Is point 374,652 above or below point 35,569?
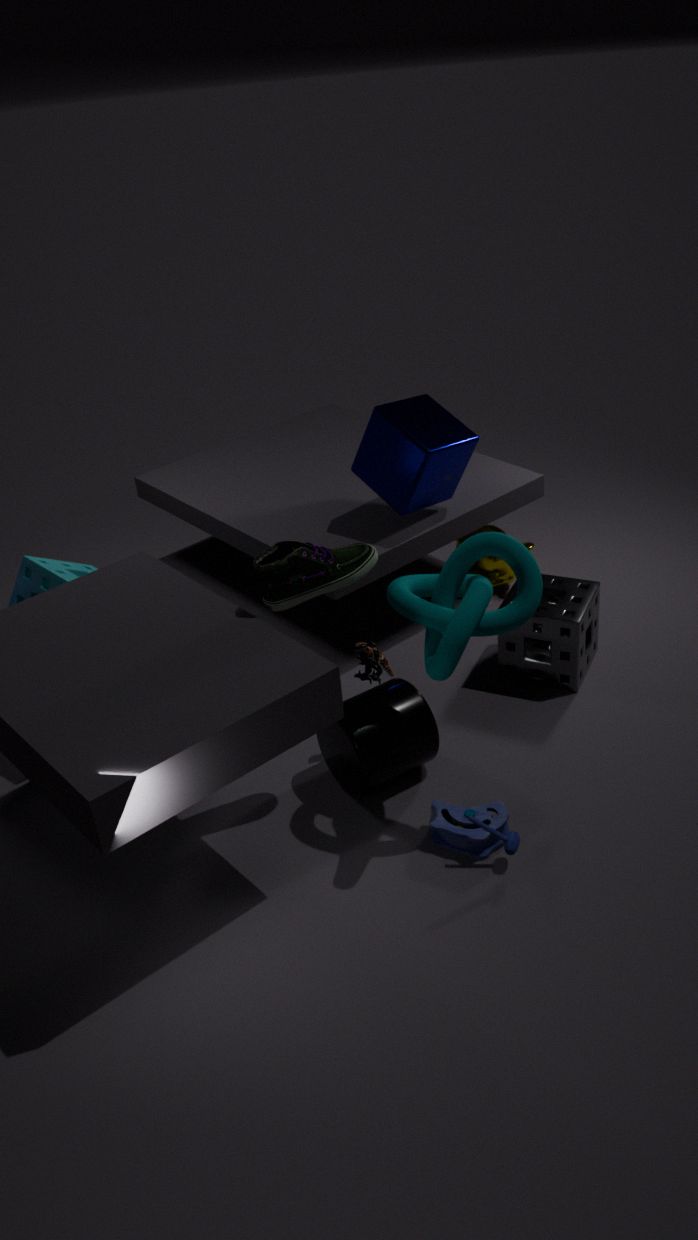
below
